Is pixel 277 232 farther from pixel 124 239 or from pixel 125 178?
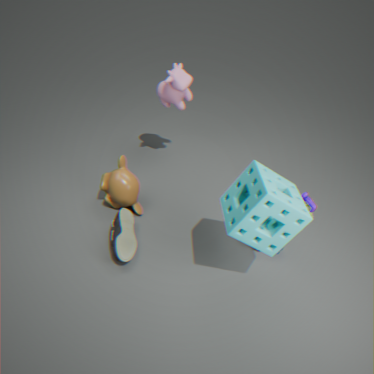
pixel 125 178
